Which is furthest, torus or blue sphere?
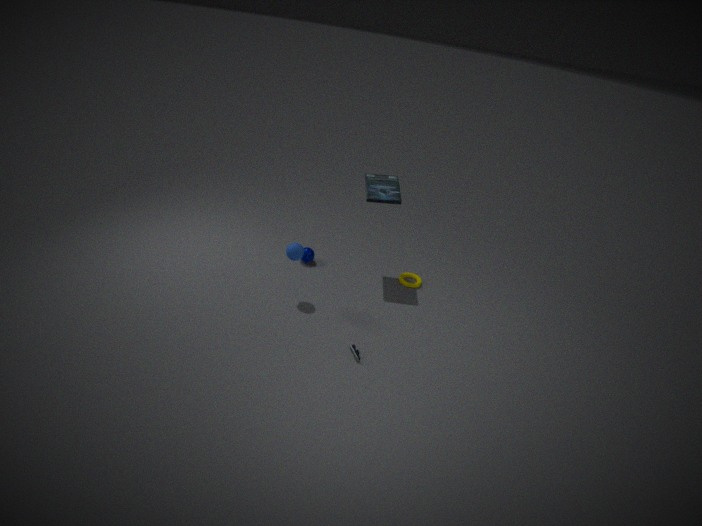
torus
